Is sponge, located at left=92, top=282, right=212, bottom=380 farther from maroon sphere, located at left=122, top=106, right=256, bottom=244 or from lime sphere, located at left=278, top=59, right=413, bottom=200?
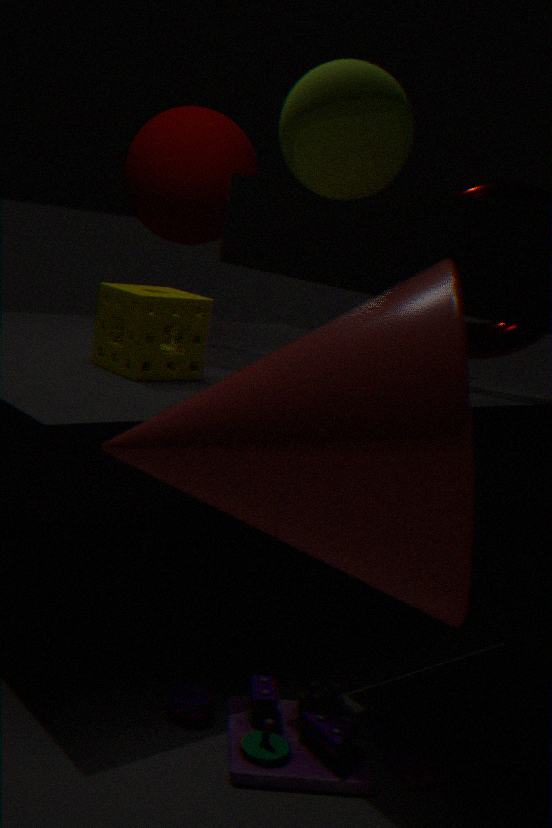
lime sphere, located at left=278, top=59, right=413, bottom=200
